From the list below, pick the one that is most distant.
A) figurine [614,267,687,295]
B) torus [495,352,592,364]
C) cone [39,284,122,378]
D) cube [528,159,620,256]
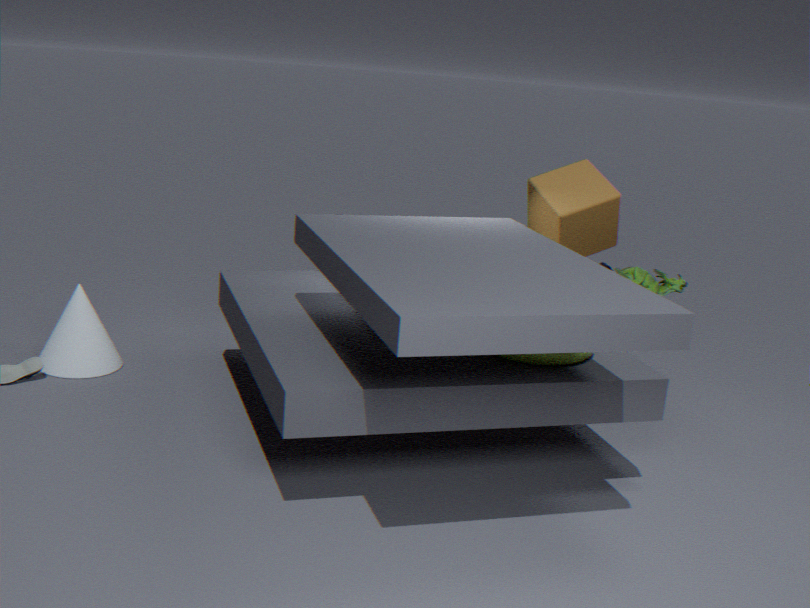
cube [528,159,620,256]
